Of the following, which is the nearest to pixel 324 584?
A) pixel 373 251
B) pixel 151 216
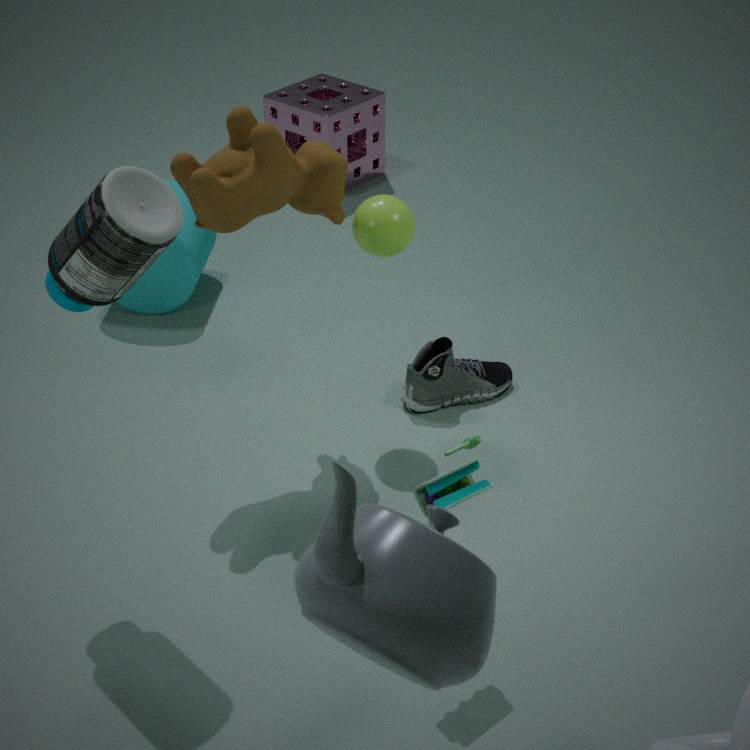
pixel 151 216
